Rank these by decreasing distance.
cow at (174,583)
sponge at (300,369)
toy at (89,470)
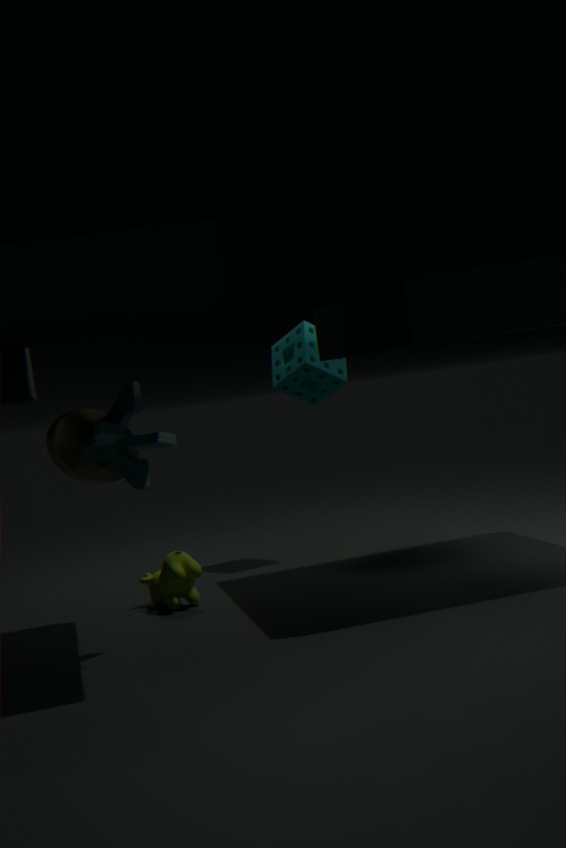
sponge at (300,369)
cow at (174,583)
toy at (89,470)
